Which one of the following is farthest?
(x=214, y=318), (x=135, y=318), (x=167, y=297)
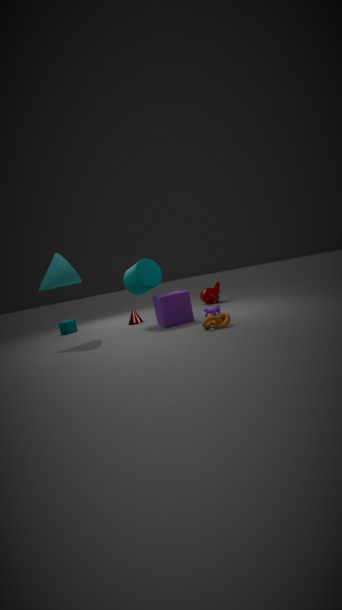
(x=135, y=318)
